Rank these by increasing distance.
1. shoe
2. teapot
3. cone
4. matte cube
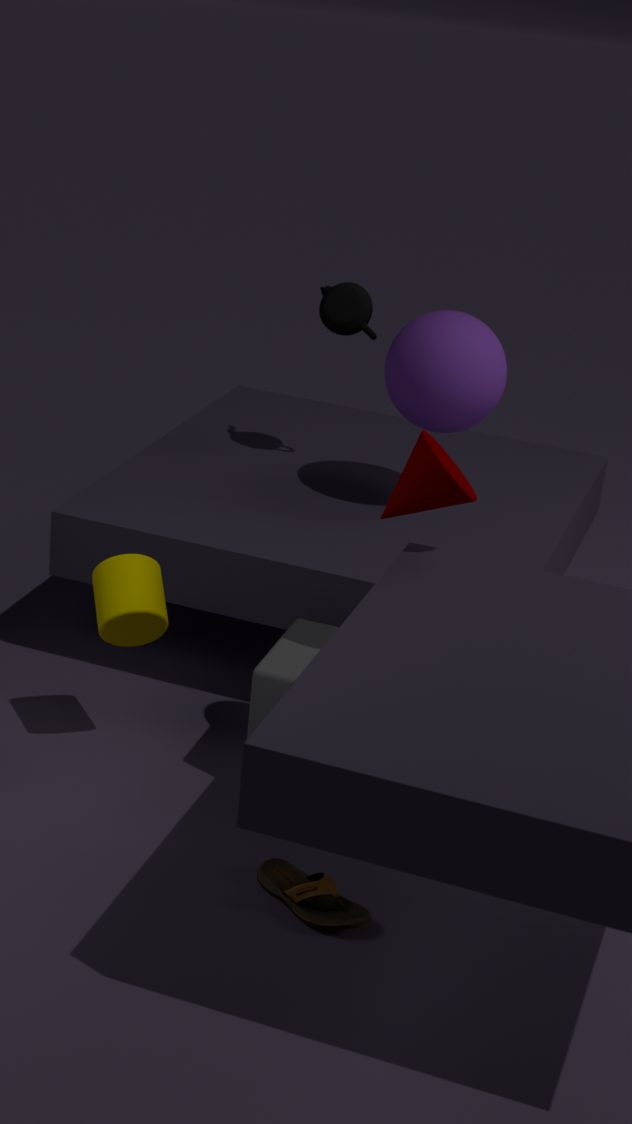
shoe, cone, matte cube, teapot
